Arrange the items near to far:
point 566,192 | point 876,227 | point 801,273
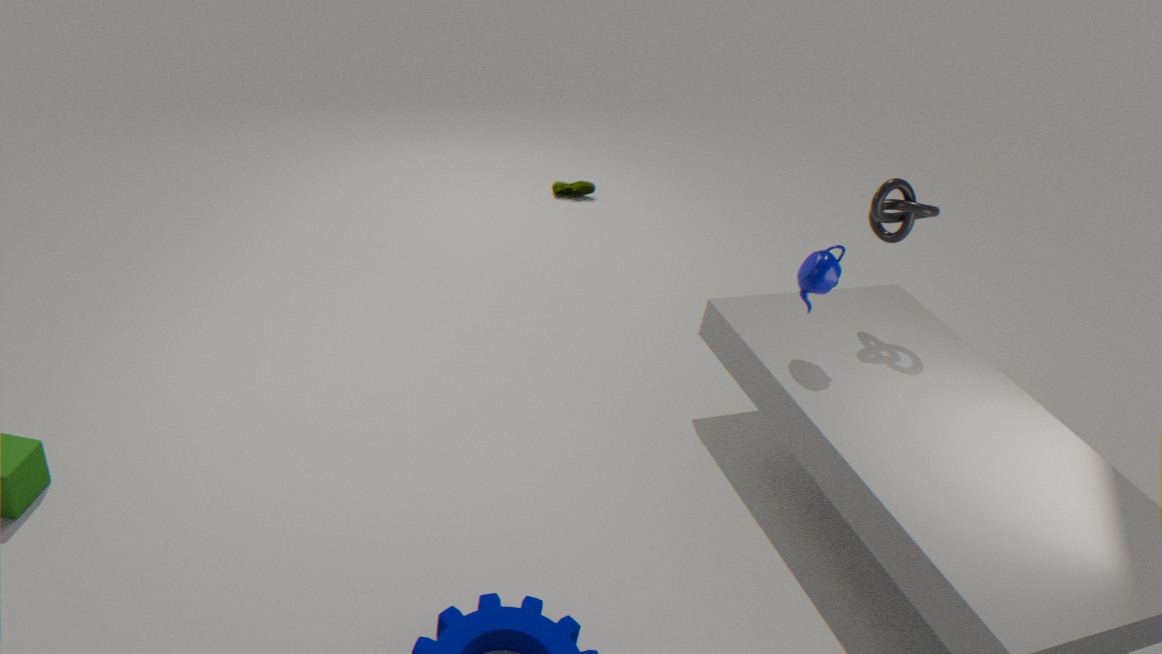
1. point 801,273
2. point 876,227
3. point 566,192
